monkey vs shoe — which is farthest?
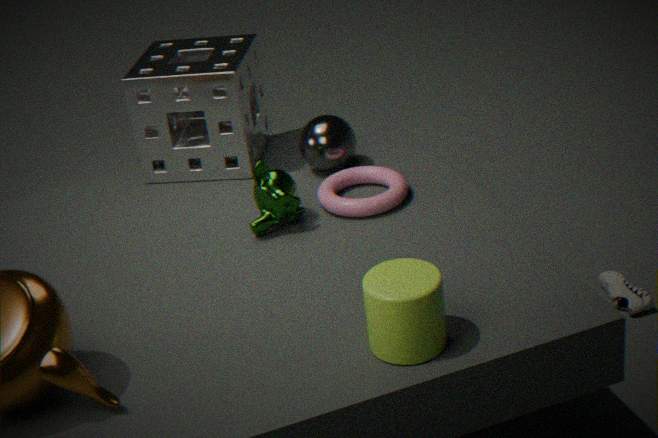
shoe
